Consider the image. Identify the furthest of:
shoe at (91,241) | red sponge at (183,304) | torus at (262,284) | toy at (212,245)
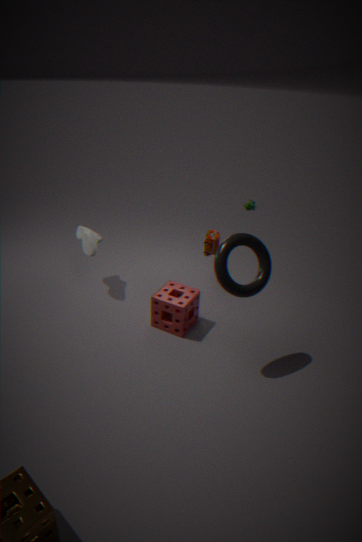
toy at (212,245)
